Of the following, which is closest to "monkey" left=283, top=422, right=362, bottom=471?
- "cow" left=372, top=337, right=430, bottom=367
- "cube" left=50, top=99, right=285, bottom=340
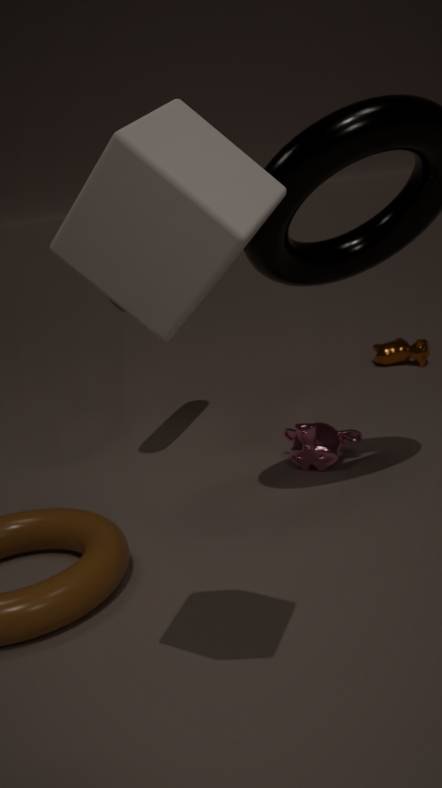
"cow" left=372, top=337, right=430, bottom=367
